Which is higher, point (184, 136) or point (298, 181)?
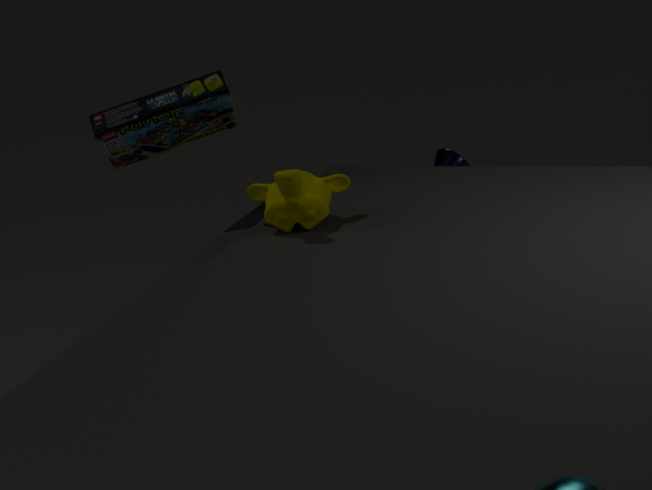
point (184, 136)
